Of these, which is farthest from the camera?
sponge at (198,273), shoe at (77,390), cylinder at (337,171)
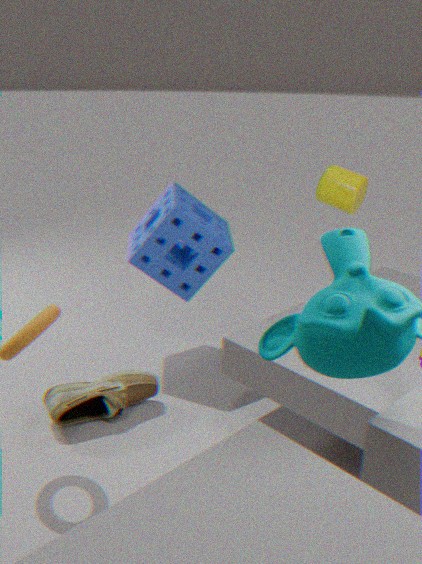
sponge at (198,273)
